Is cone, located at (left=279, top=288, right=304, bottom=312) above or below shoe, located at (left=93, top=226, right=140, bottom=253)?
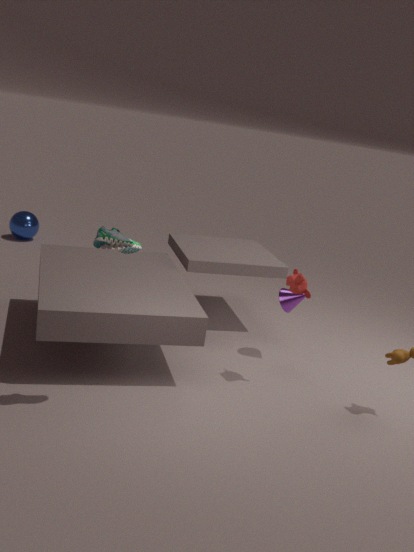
below
